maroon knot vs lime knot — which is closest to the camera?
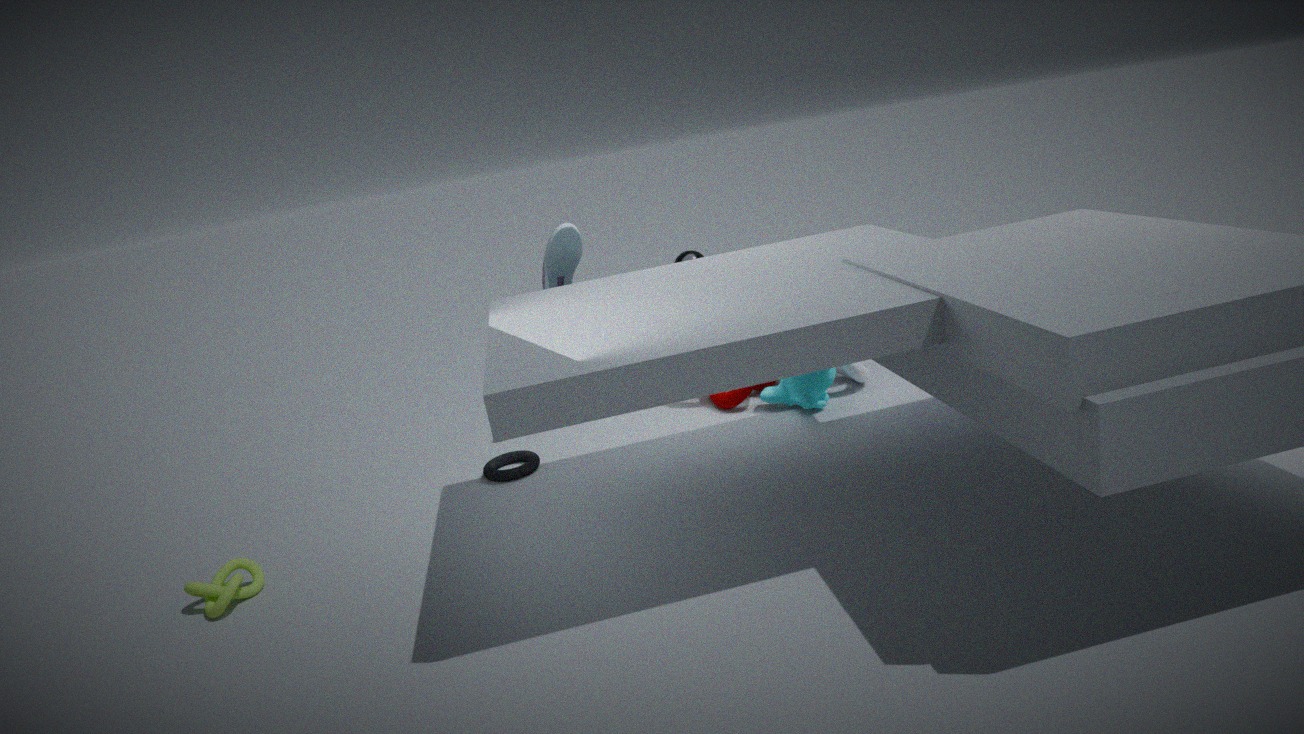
lime knot
